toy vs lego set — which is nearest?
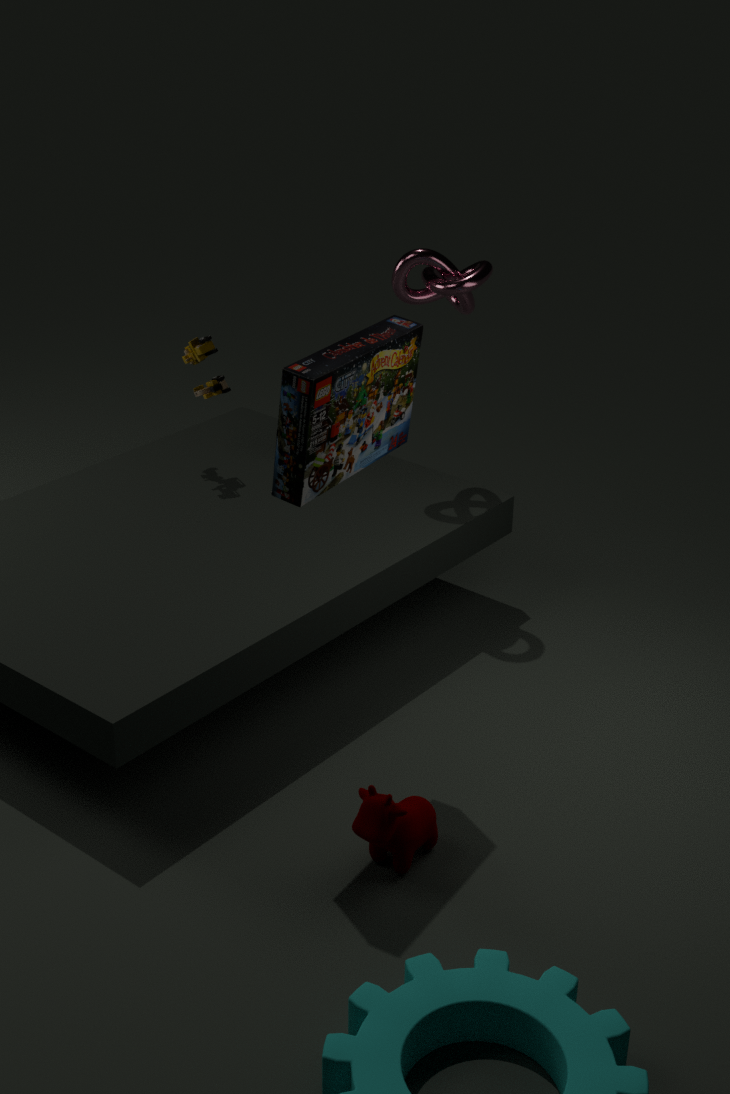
lego set
